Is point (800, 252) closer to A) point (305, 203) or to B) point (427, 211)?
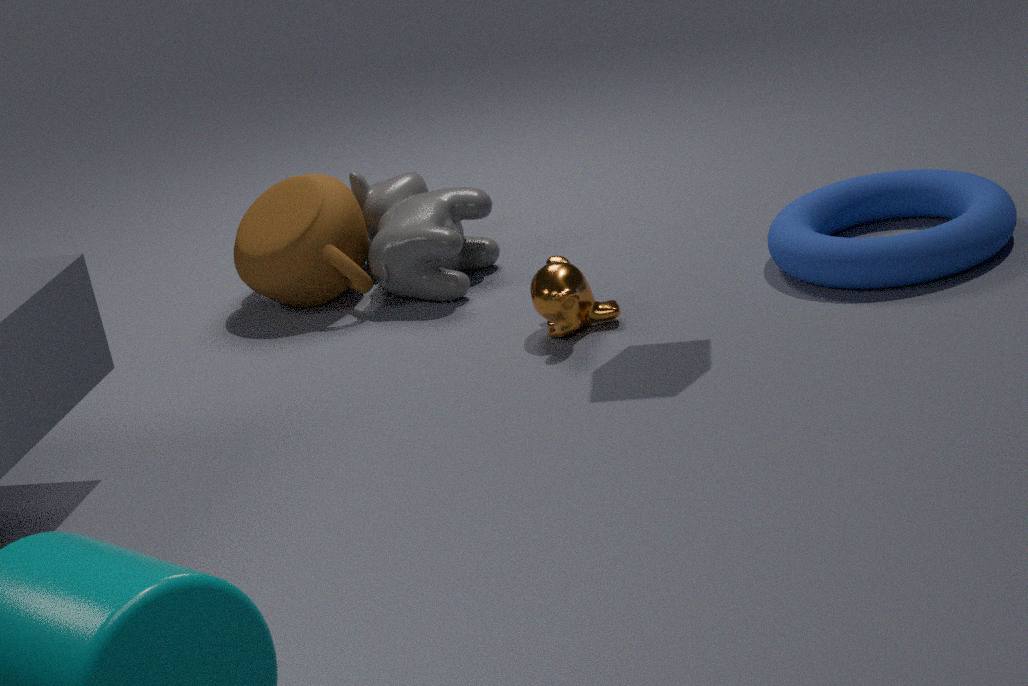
B) point (427, 211)
